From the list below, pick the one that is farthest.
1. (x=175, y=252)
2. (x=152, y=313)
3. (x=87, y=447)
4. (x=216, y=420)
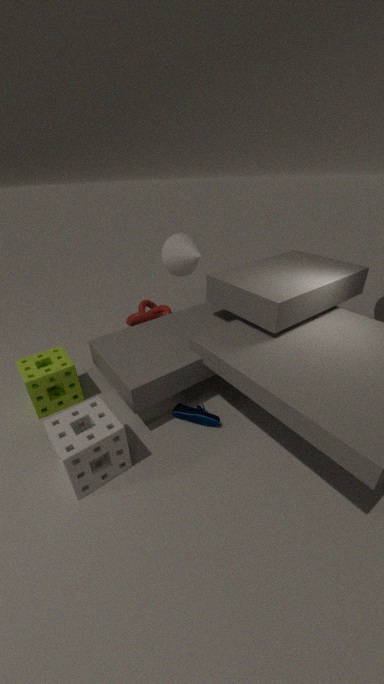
(x=152, y=313)
